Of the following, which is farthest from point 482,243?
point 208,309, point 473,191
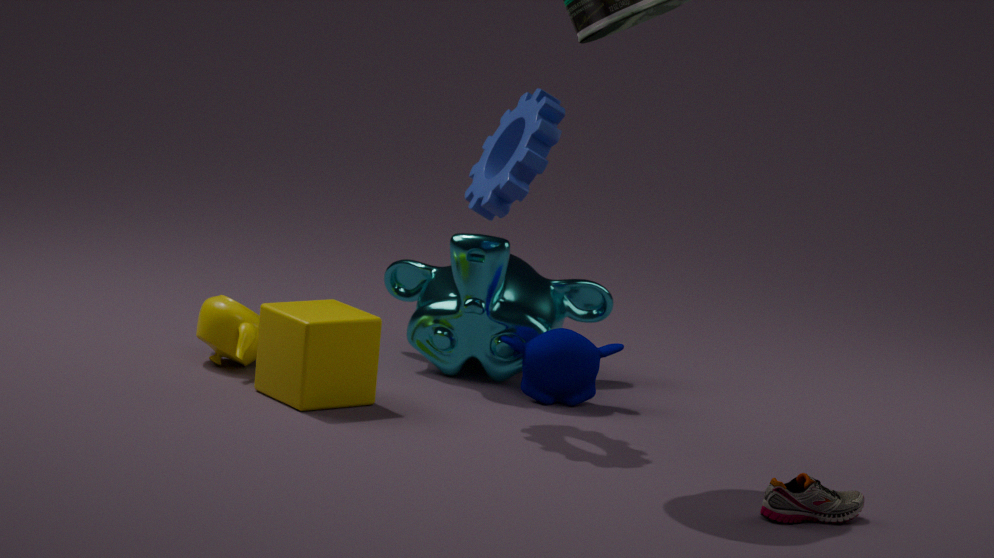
point 208,309
